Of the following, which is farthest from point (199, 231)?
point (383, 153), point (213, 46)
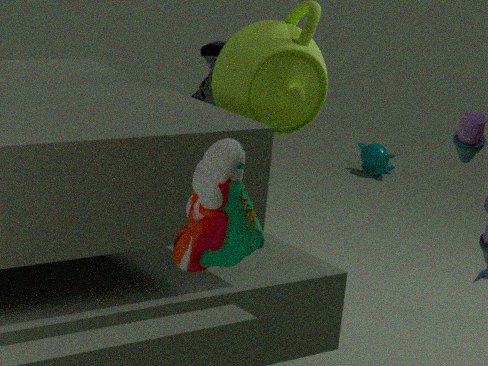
point (383, 153)
